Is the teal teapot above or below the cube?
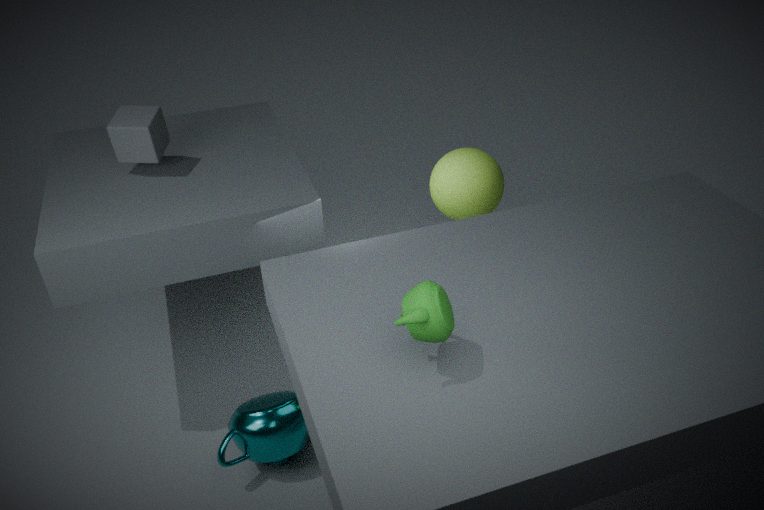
below
